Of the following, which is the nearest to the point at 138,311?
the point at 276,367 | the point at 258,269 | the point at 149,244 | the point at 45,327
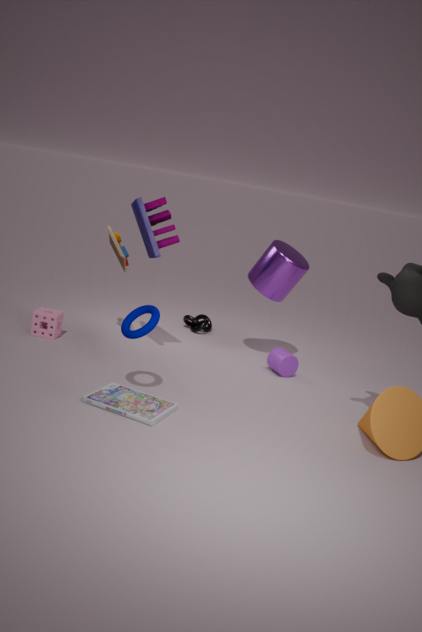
the point at 149,244
